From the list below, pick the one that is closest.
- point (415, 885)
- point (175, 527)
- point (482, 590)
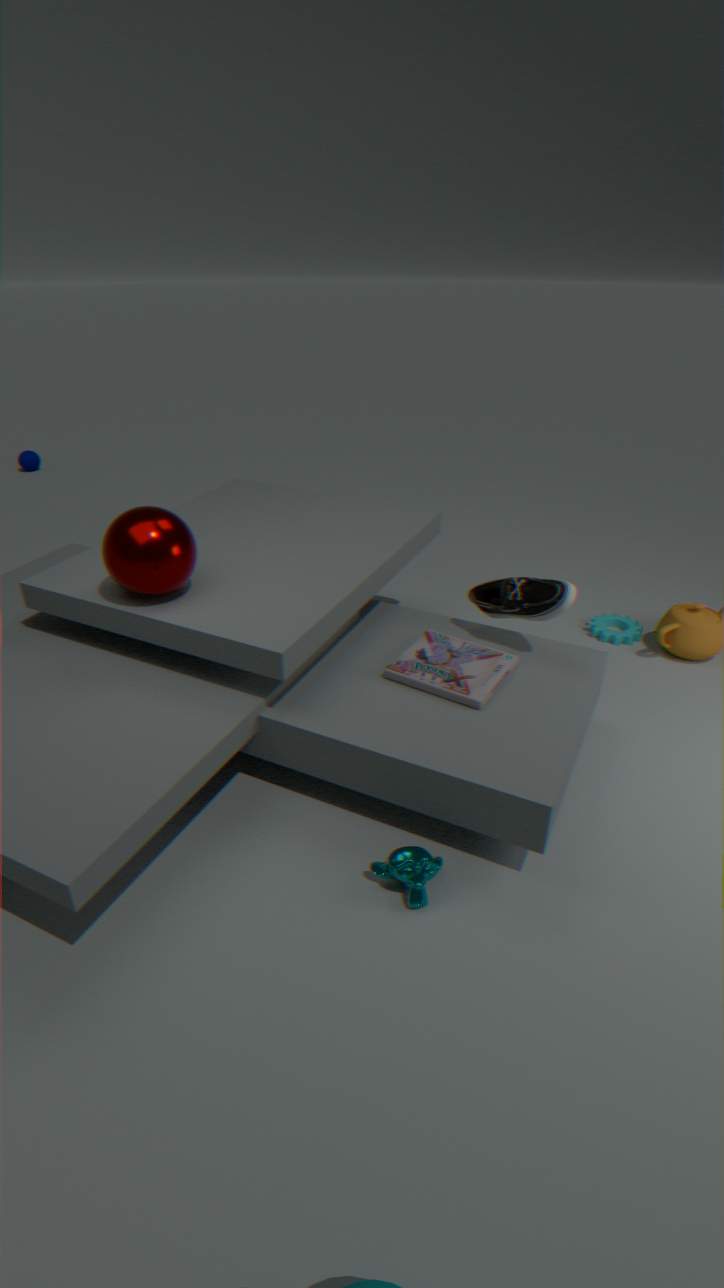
point (415, 885)
